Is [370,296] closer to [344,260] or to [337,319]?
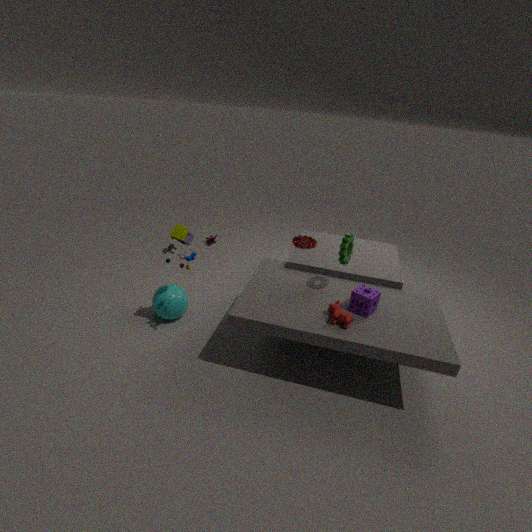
[337,319]
